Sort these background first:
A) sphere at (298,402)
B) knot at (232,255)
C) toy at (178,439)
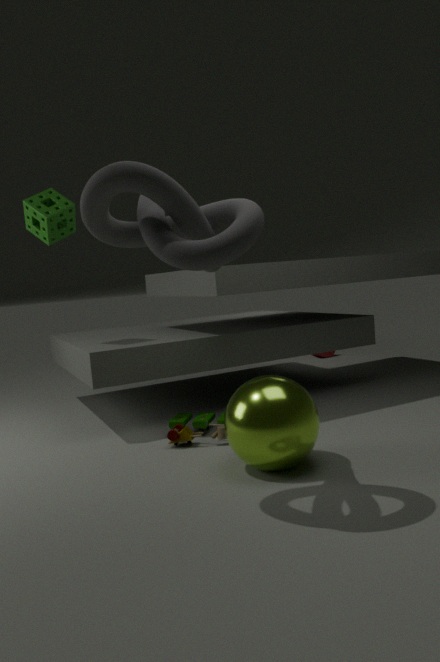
toy at (178,439)
sphere at (298,402)
knot at (232,255)
